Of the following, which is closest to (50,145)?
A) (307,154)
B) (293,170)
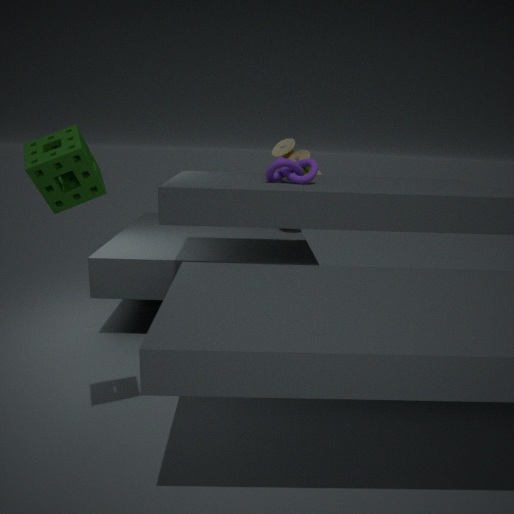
(293,170)
